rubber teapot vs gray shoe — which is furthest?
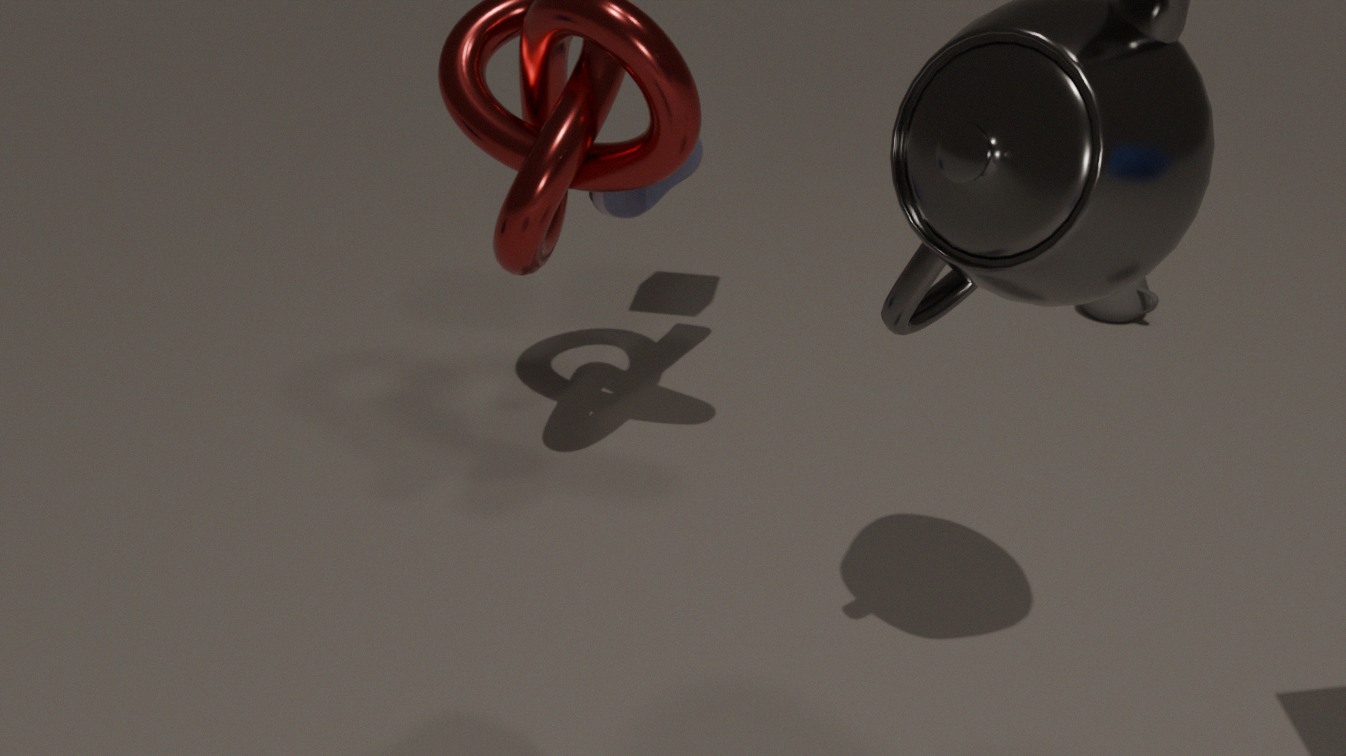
rubber teapot
